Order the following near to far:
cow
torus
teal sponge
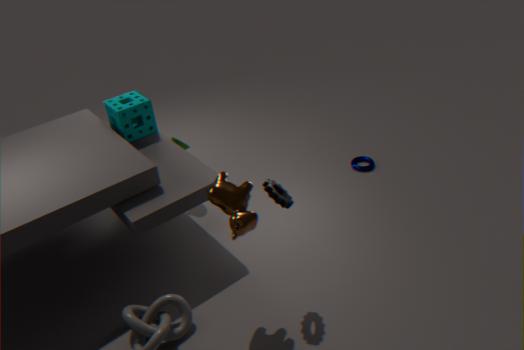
cow, teal sponge, torus
